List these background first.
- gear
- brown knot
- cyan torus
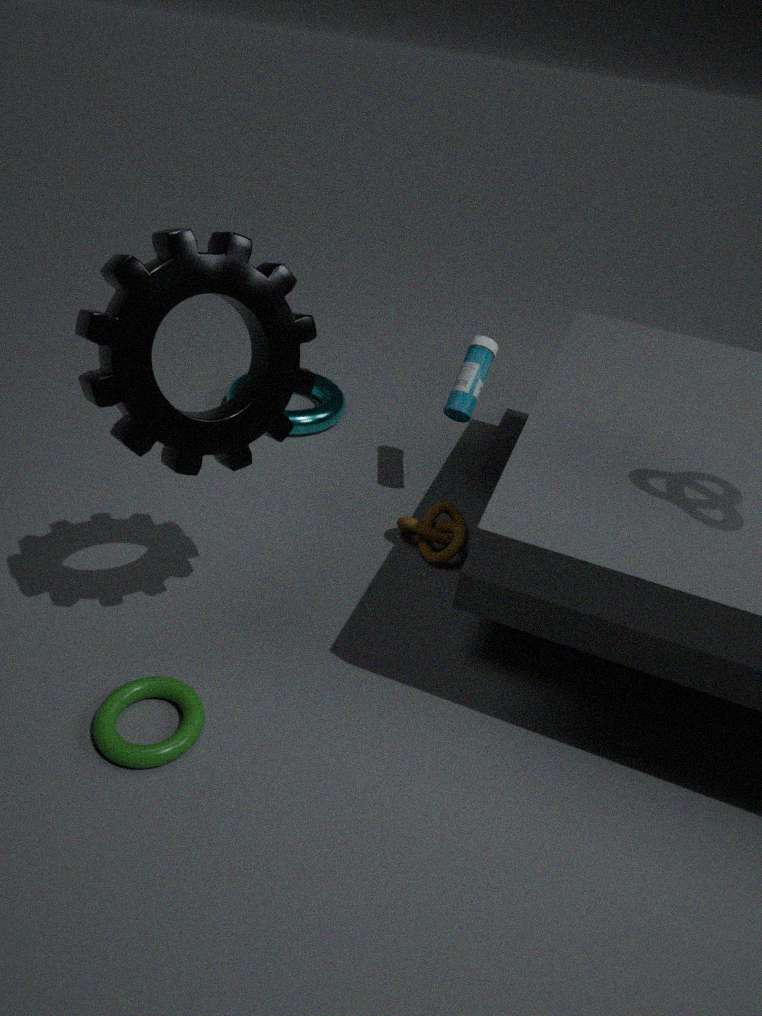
cyan torus
brown knot
gear
